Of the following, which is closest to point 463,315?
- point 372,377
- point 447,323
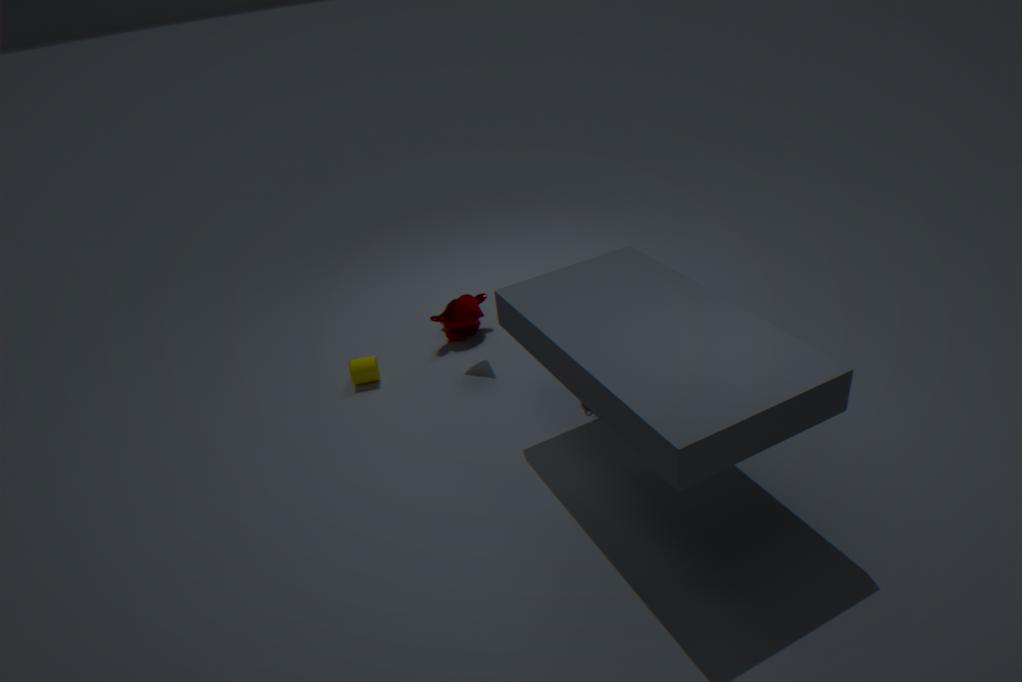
point 447,323
